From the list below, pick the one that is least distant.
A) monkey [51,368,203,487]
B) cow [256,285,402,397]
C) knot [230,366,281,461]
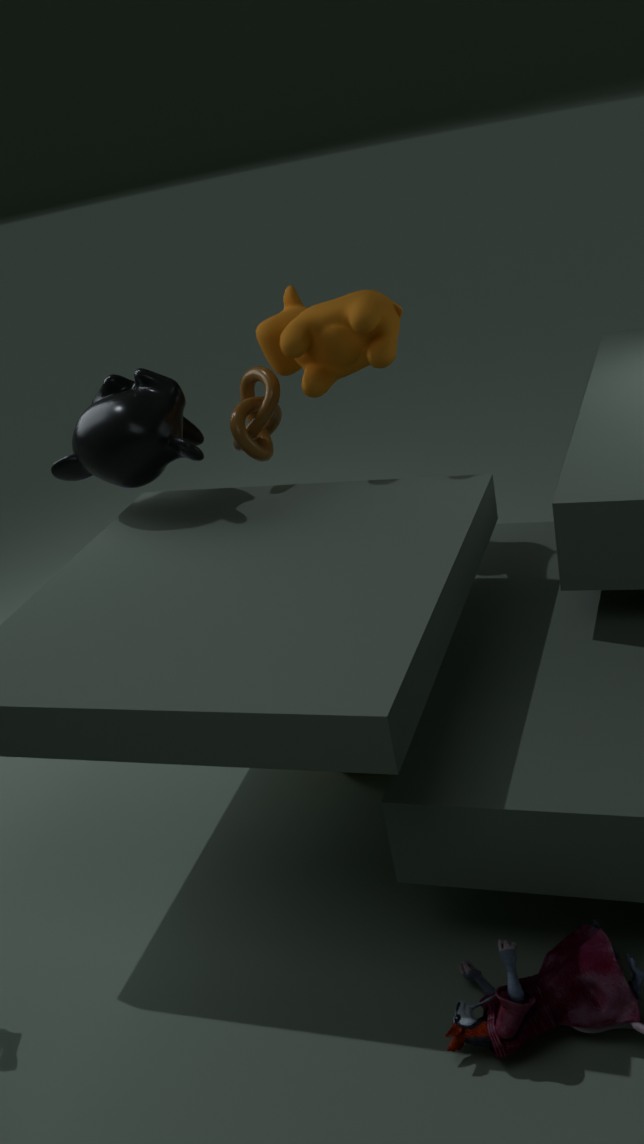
cow [256,285,402,397]
